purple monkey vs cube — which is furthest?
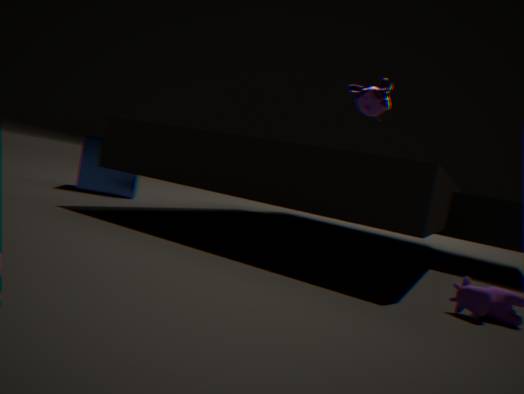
cube
